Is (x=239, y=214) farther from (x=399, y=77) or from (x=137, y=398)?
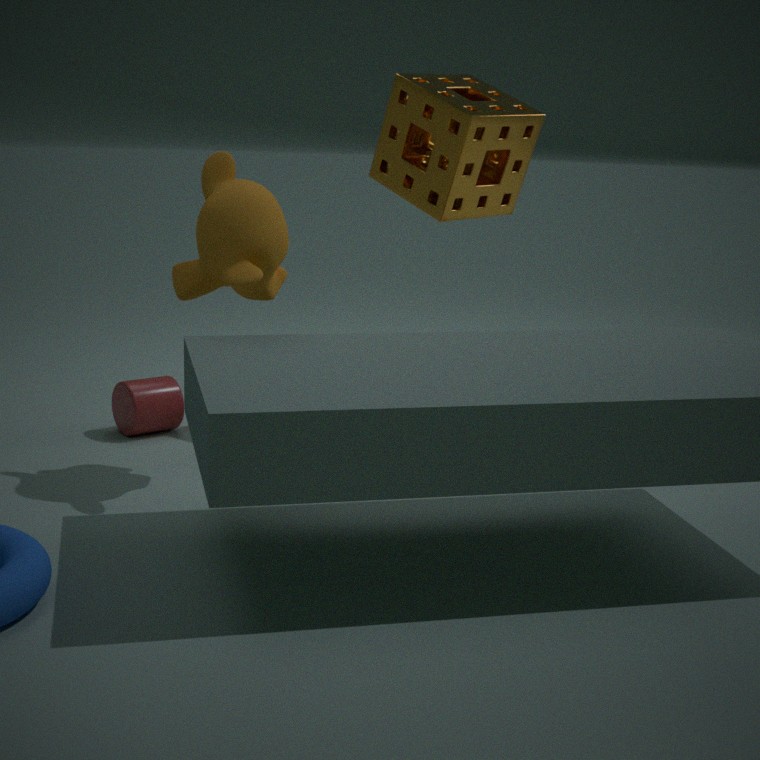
(x=399, y=77)
